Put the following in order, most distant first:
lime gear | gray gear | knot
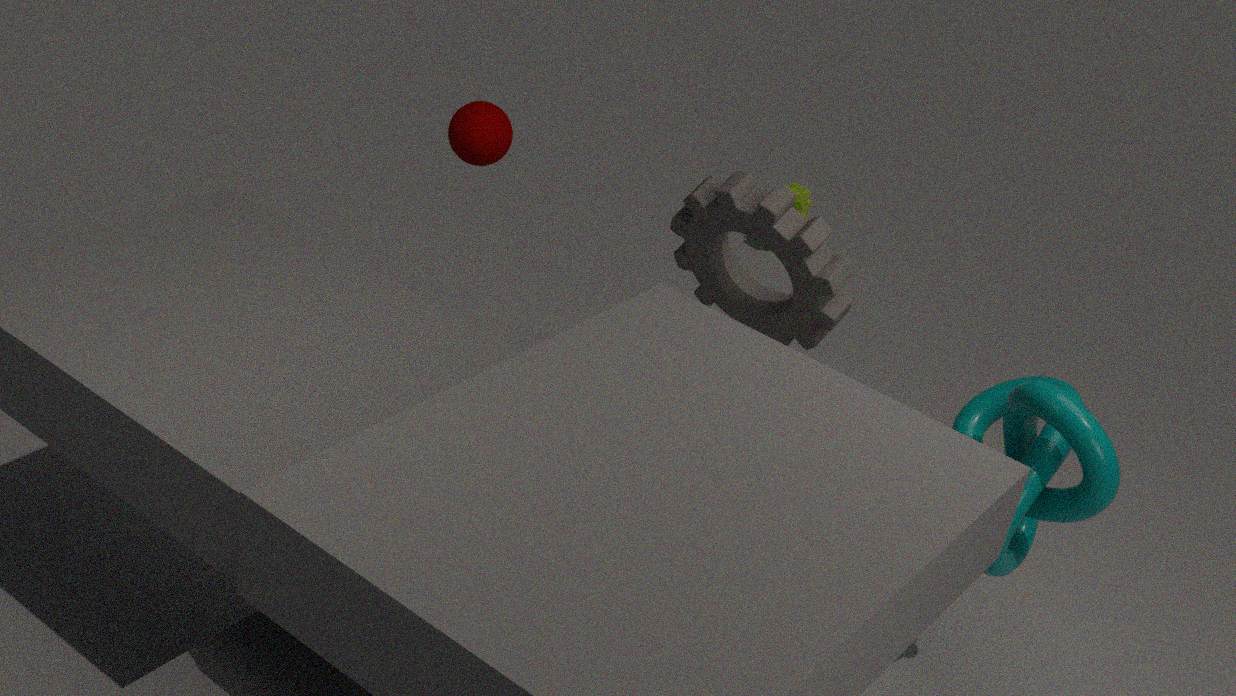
lime gear → gray gear → knot
